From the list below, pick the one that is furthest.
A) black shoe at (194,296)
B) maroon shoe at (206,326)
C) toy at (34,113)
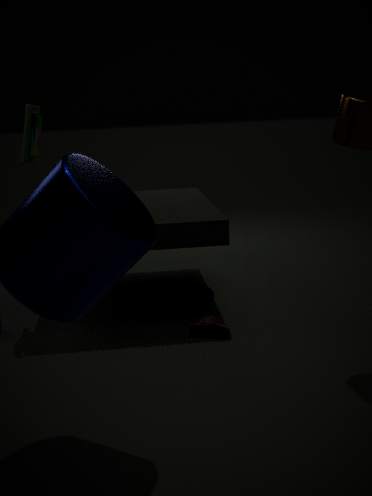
black shoe at (194,296)
